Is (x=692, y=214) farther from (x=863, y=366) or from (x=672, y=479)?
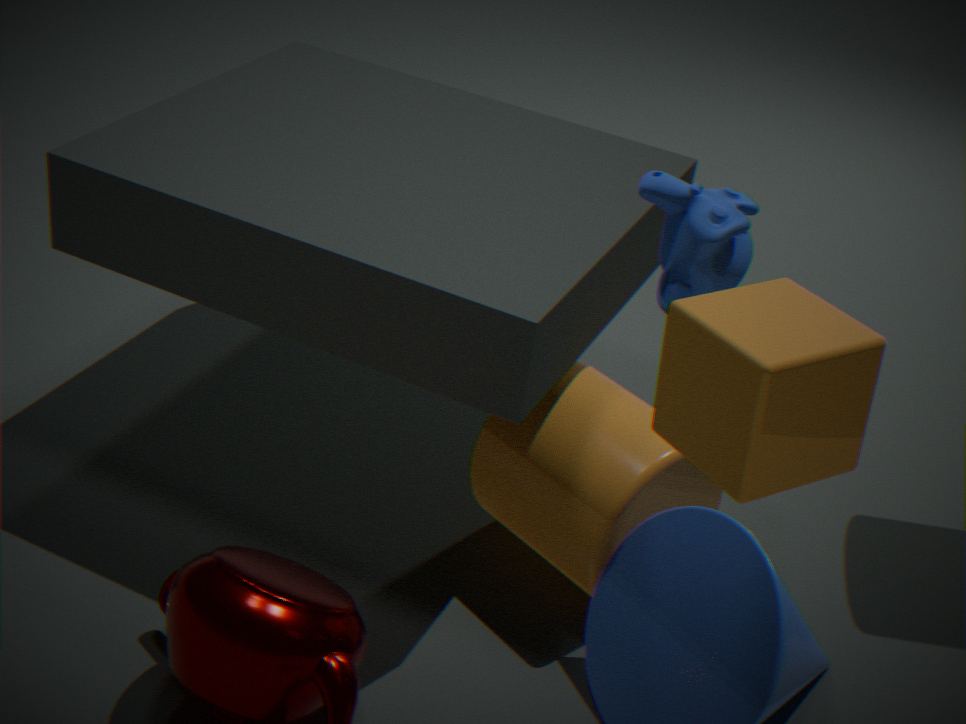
(x=672, y=479)
